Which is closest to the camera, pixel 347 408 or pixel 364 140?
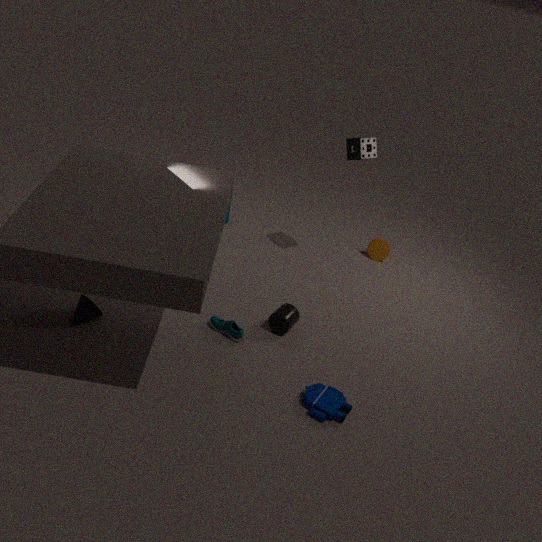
pixel 347 408
